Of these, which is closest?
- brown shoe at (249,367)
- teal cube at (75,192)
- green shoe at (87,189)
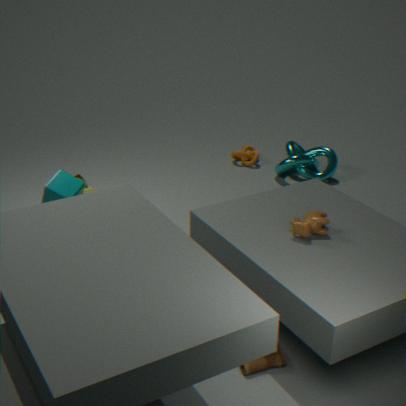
brown shoe at (249,367)
